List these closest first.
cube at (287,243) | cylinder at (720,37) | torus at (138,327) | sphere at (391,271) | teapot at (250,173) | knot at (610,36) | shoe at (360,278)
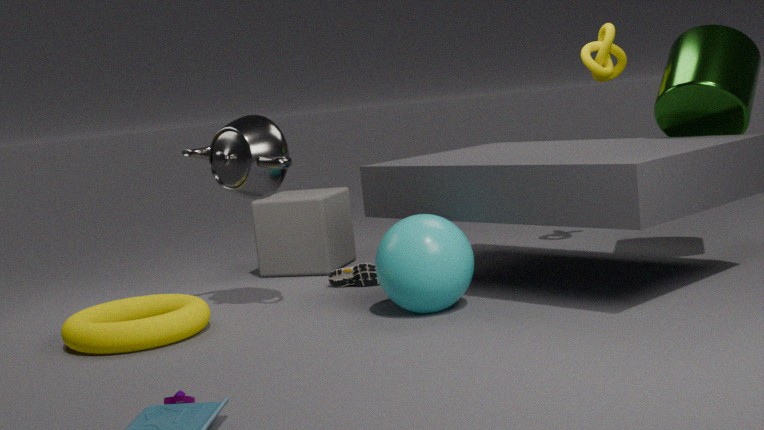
torus at (138,327) → sphere at (391,271) → teapot at (250,173) → cylinder at (720,37) → shoe at (360,278) → knot at (610,36) → cube at (287,243)
